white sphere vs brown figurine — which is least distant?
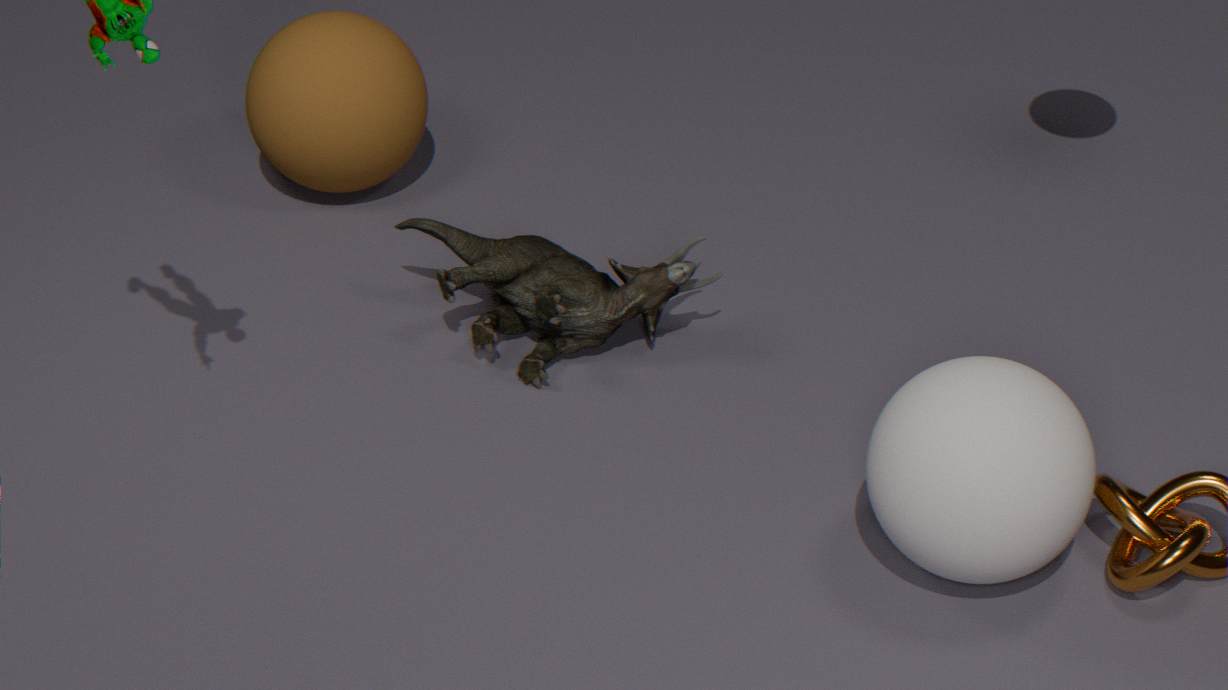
white sphere
